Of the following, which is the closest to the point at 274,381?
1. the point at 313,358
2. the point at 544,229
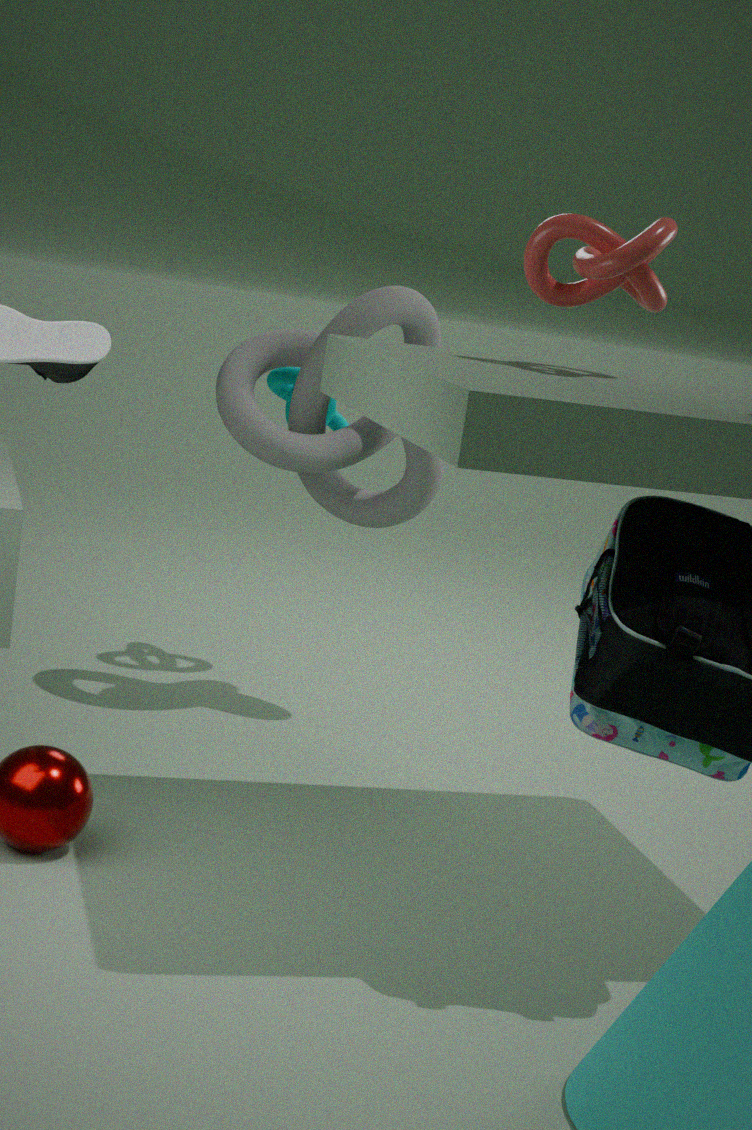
the point at 313,358
